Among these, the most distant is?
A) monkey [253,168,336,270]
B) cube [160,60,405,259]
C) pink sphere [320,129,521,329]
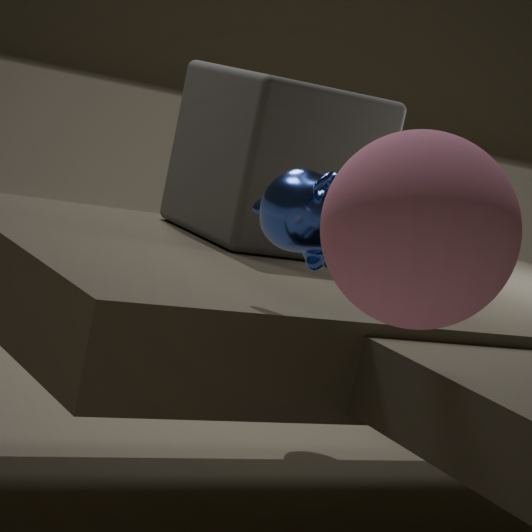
cube [160,60,405,259]
